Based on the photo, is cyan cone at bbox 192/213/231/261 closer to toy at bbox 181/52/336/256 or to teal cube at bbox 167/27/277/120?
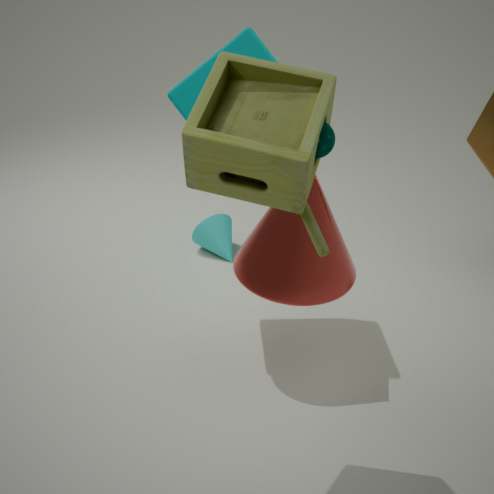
teal cube at bbox 167/27/277/120
